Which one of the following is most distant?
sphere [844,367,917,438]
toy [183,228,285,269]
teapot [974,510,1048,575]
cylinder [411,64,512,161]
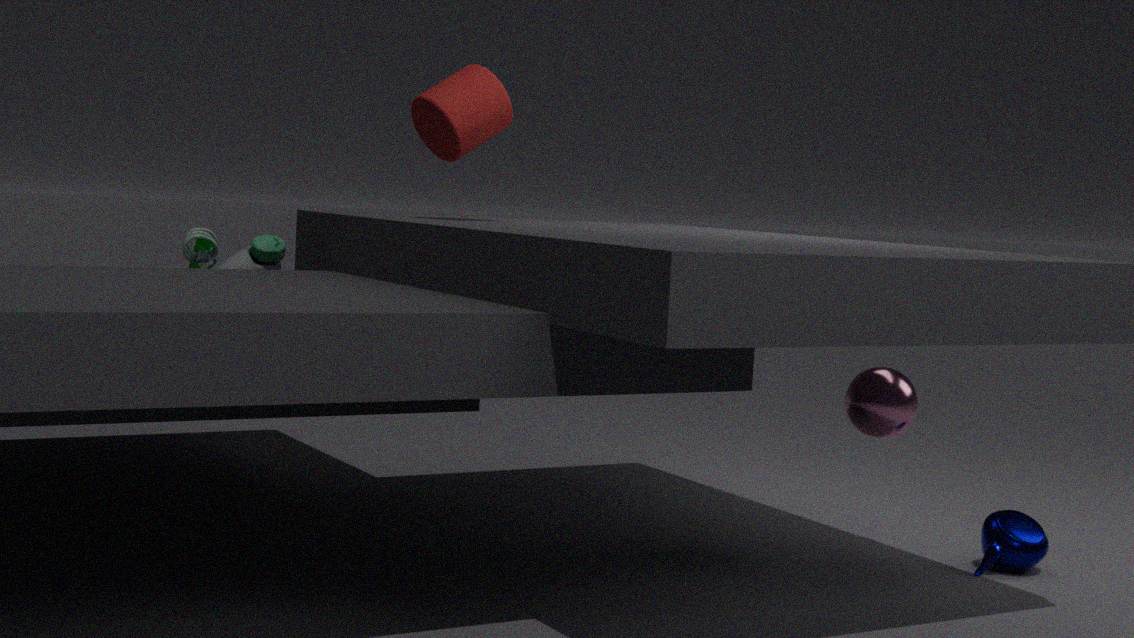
teapot [974,510,1048,575]
